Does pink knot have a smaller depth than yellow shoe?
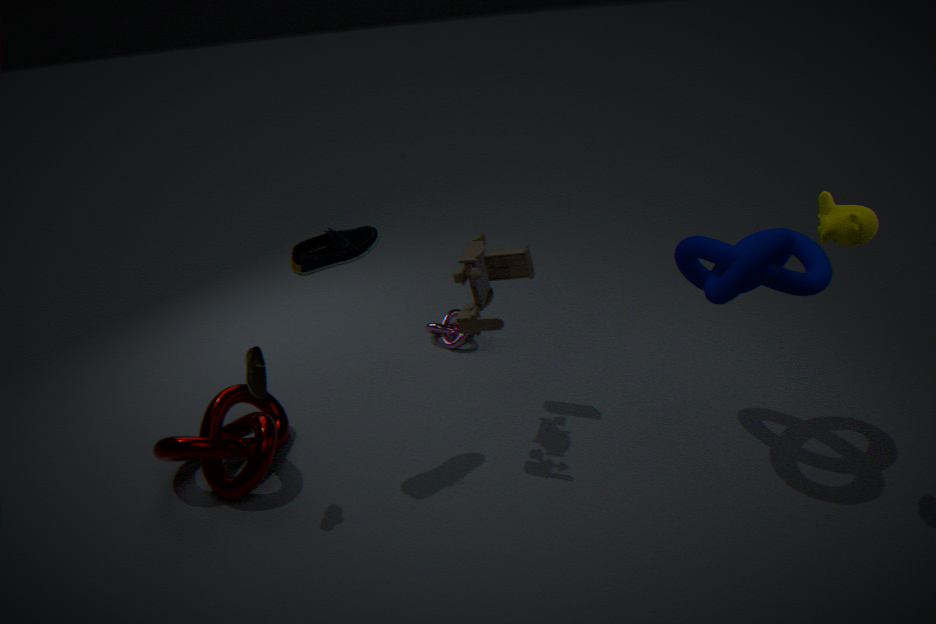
No
